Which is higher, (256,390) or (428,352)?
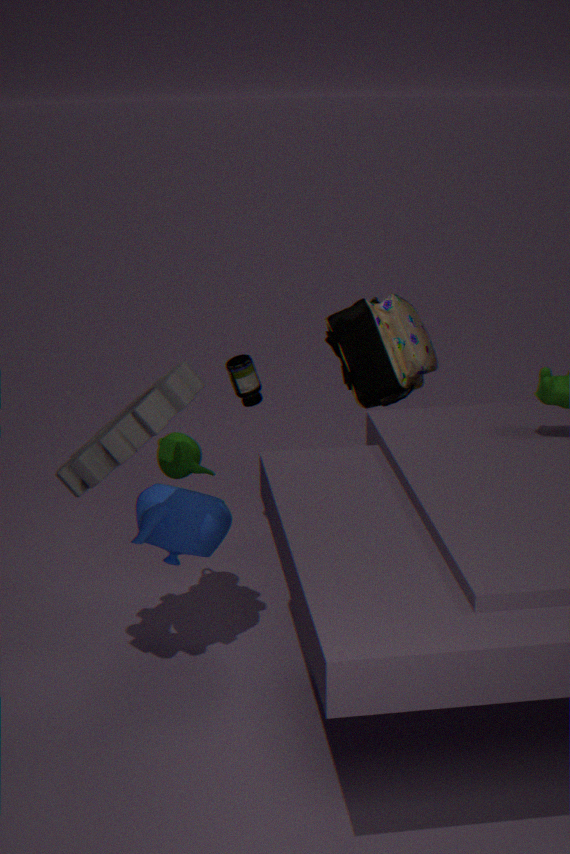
(428,352)
